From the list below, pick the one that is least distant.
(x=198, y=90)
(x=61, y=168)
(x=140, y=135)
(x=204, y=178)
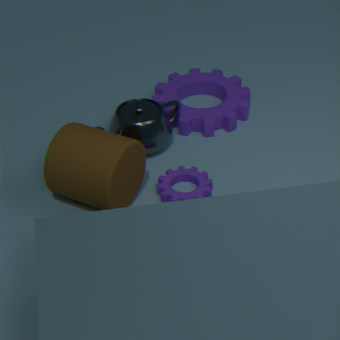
(x=61, y=168)
